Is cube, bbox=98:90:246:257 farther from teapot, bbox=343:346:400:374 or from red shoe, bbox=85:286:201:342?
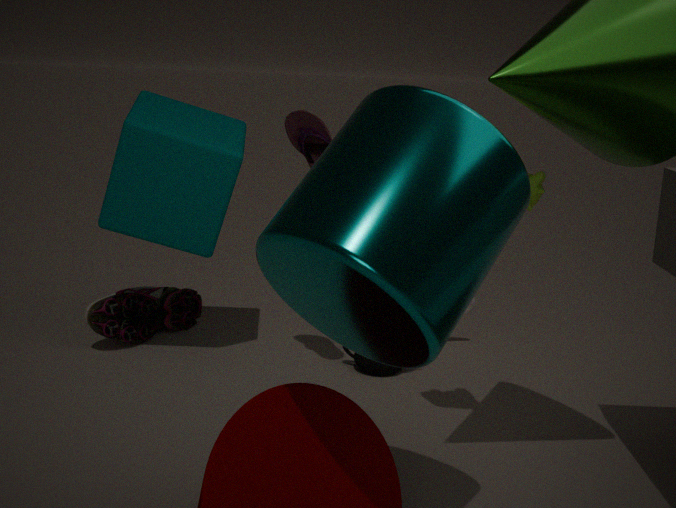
teapot, bbox=343:346:400:374
